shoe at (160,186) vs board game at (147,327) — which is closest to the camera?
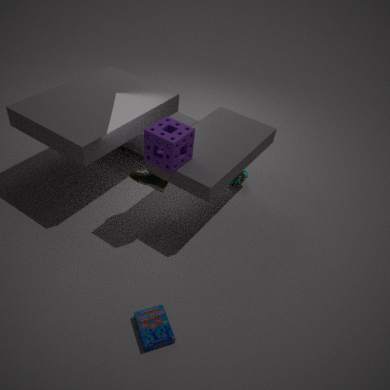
board game at (147,327)
